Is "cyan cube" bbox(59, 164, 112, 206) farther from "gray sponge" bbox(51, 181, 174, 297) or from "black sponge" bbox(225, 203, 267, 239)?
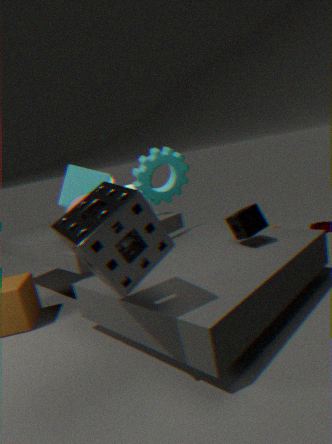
"black sponge" bbox(225, 203, 267, 239)
